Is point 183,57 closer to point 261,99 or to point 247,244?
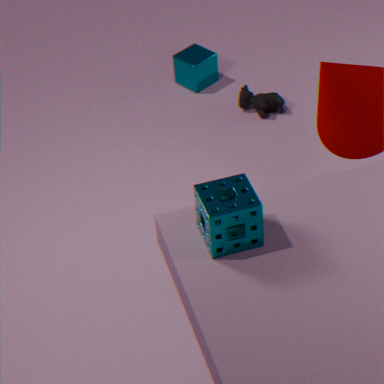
point 261,99
